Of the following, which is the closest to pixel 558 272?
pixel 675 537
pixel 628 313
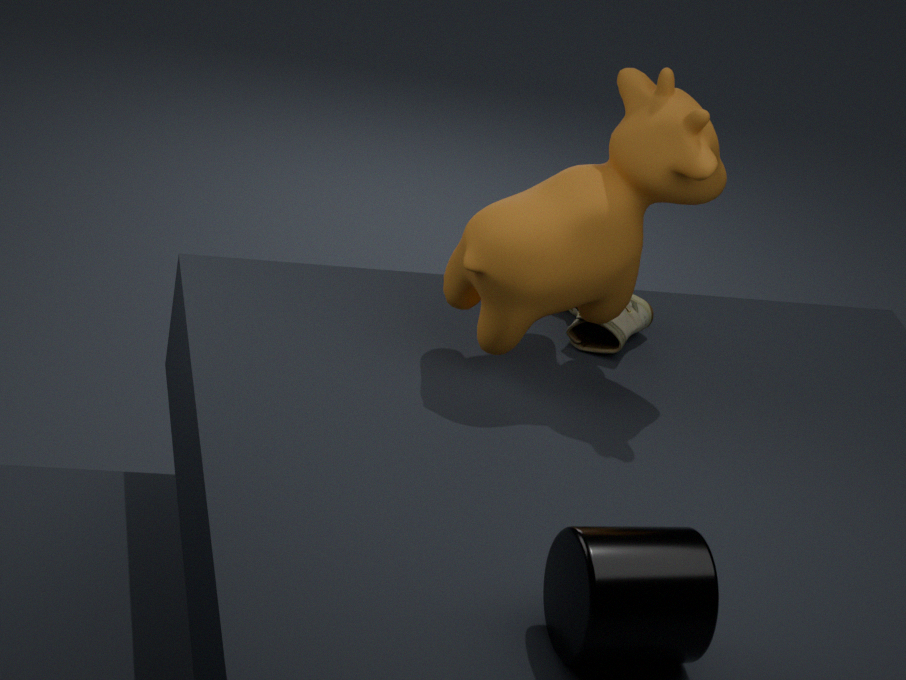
pixel 628 313
